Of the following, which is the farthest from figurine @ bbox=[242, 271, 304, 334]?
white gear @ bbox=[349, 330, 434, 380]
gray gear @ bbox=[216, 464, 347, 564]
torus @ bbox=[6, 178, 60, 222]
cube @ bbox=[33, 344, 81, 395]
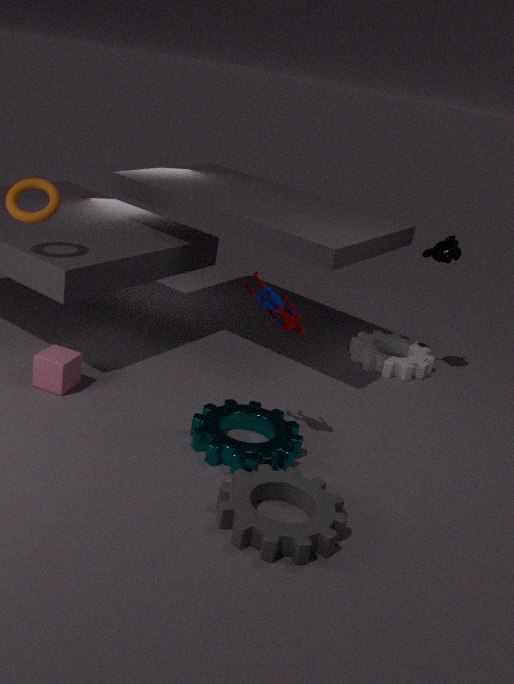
white gear @ bbox=[349, 330, 434, 380]
